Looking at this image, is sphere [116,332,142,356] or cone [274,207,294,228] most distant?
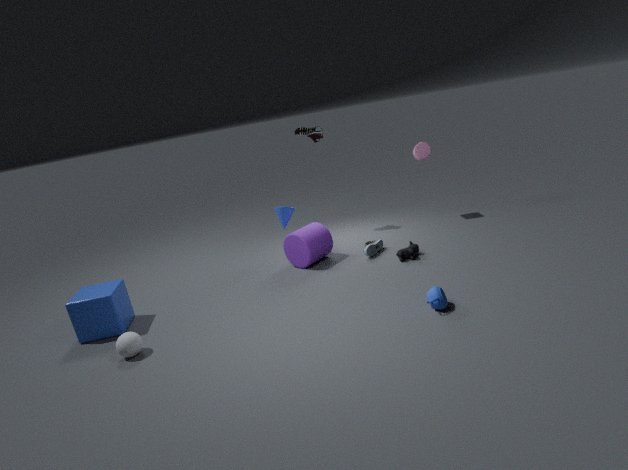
cone [274,207,294,228]
